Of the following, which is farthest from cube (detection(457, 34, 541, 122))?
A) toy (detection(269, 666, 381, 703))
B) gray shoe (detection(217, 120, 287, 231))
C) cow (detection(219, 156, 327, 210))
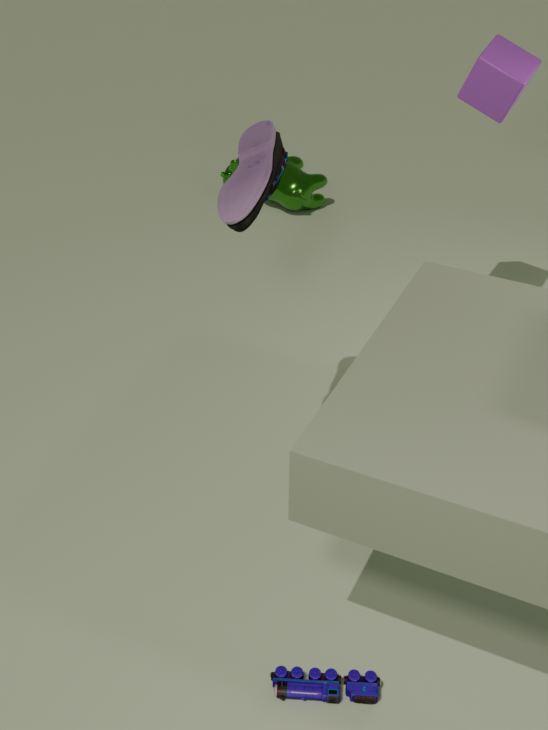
toy (detection(269, 666, 381, 703))
